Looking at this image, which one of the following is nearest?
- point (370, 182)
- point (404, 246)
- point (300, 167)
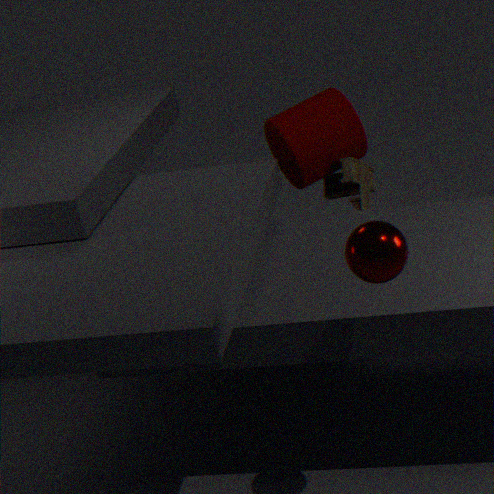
point (404, 246)
